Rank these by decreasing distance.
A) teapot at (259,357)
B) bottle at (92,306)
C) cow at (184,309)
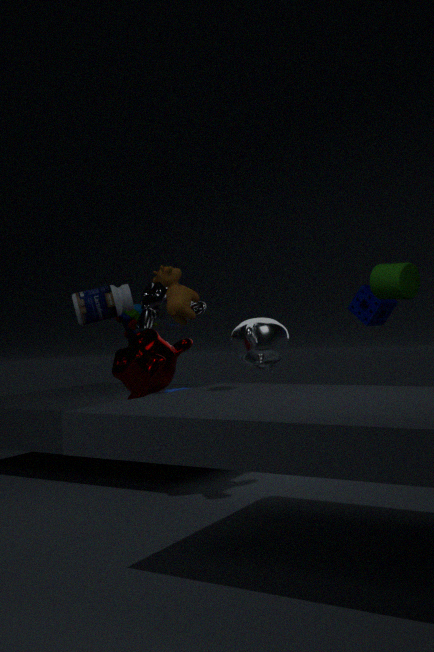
1. teapot at (259,357)
2. bottle at (92,306)
3. cow at (184,309)
